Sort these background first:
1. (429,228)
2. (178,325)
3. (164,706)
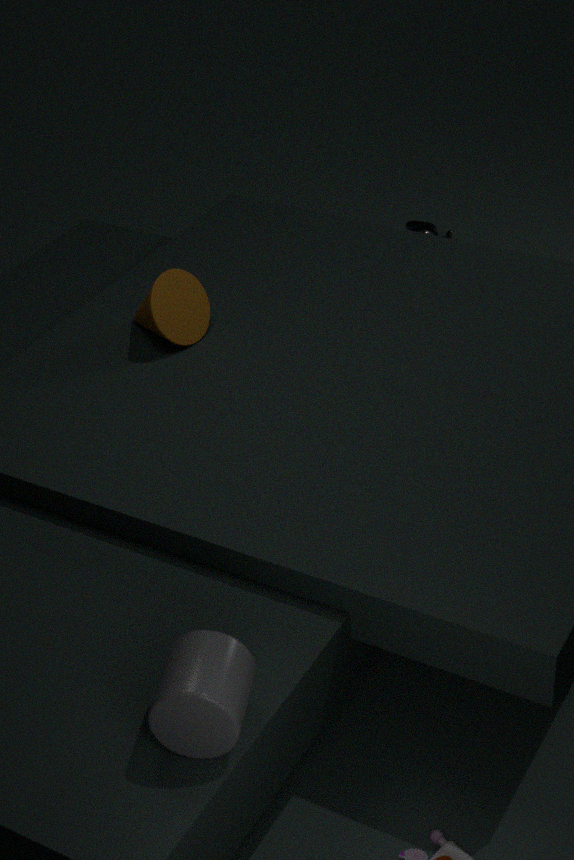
(429,228) → (178,325) → (164,706)
